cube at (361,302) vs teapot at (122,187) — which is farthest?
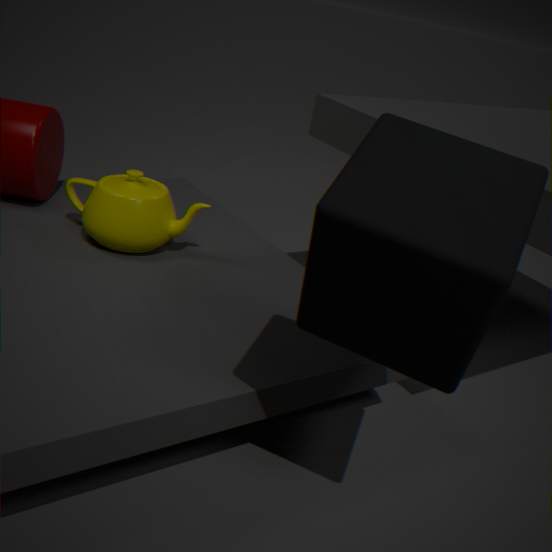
teapot at (122,187)
